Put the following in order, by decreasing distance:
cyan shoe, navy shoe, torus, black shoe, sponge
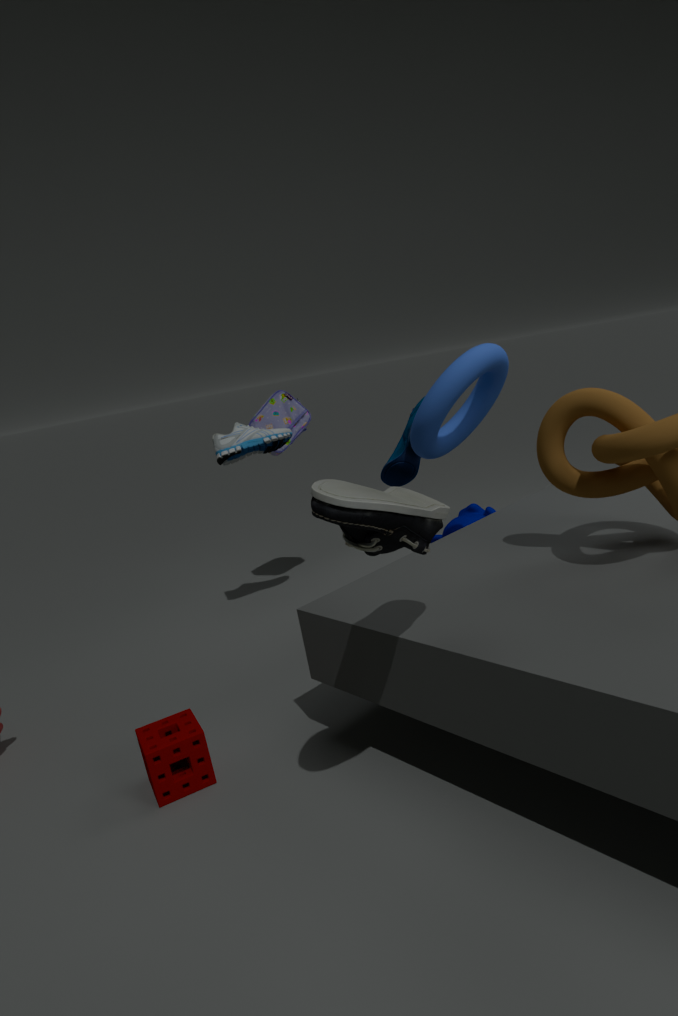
navy shoe
cyan shoe
torus
sponge
black shoe
